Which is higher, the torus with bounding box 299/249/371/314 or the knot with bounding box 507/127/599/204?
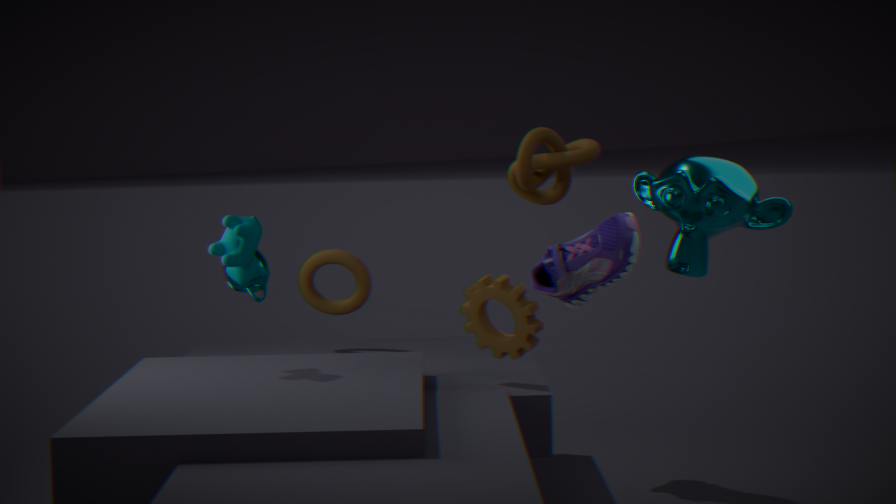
the knot with bounding box 507/127/599/204
